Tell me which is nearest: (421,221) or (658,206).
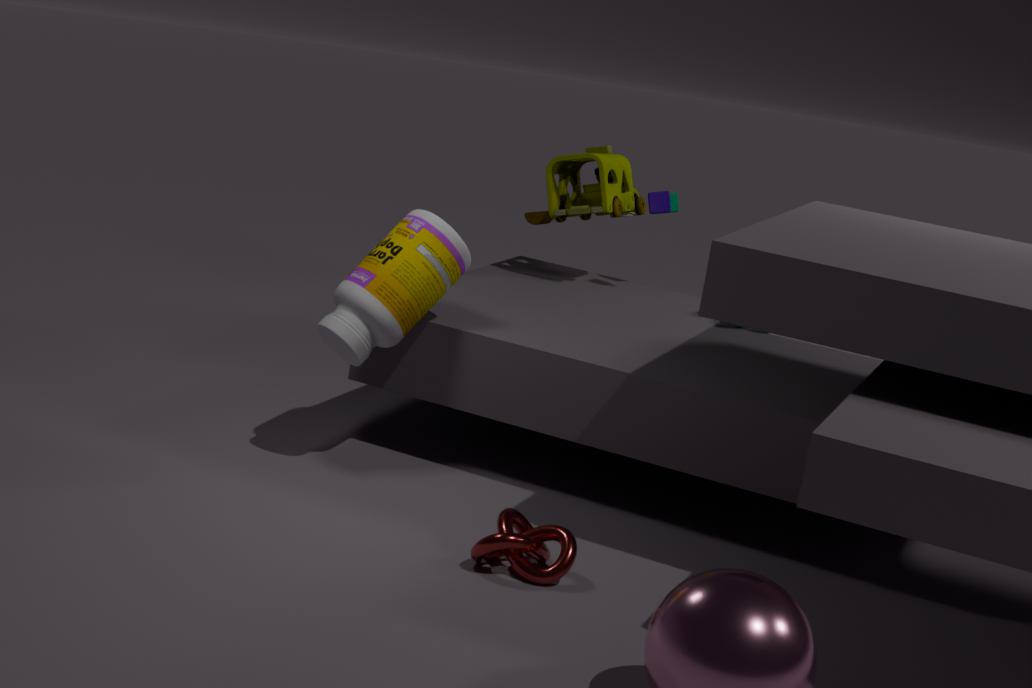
(421,221)
